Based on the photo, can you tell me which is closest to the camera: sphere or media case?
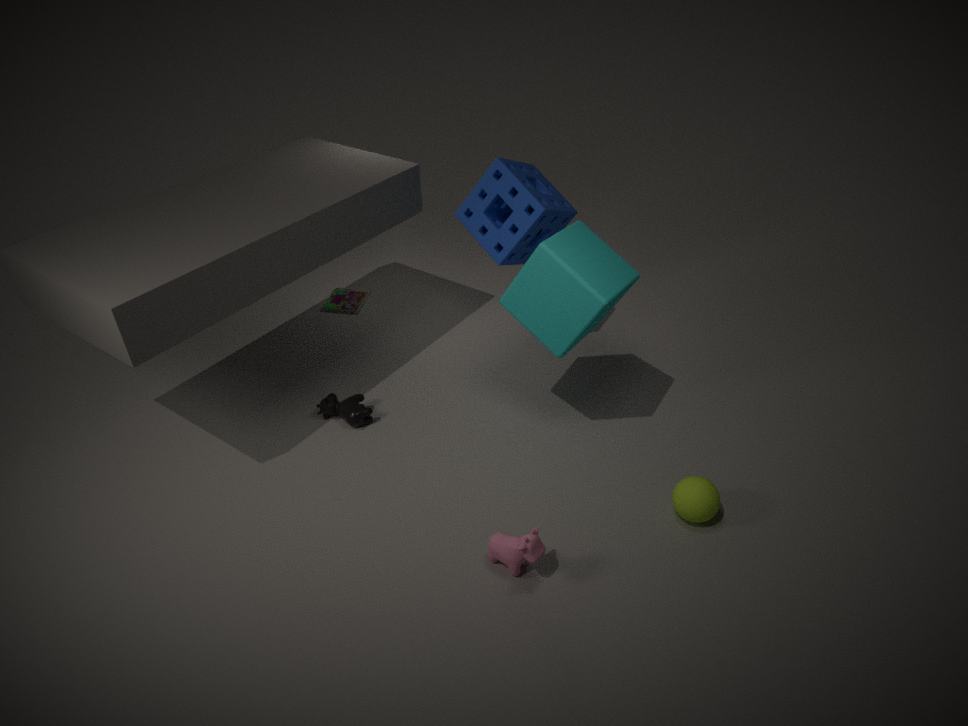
sphere
